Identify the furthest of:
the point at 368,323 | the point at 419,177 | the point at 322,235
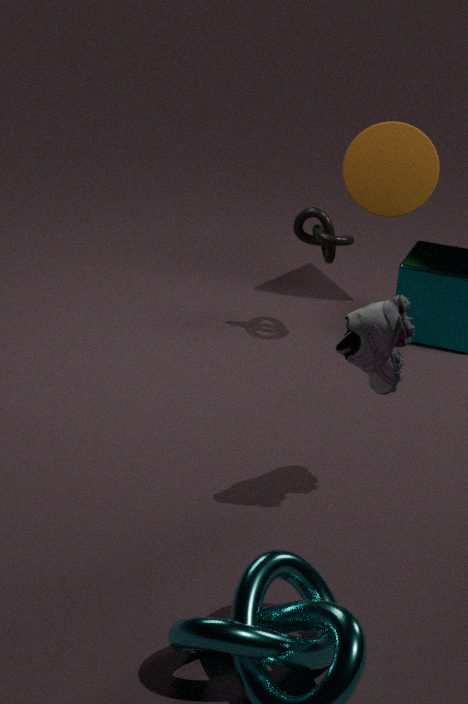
the point at 419,177
